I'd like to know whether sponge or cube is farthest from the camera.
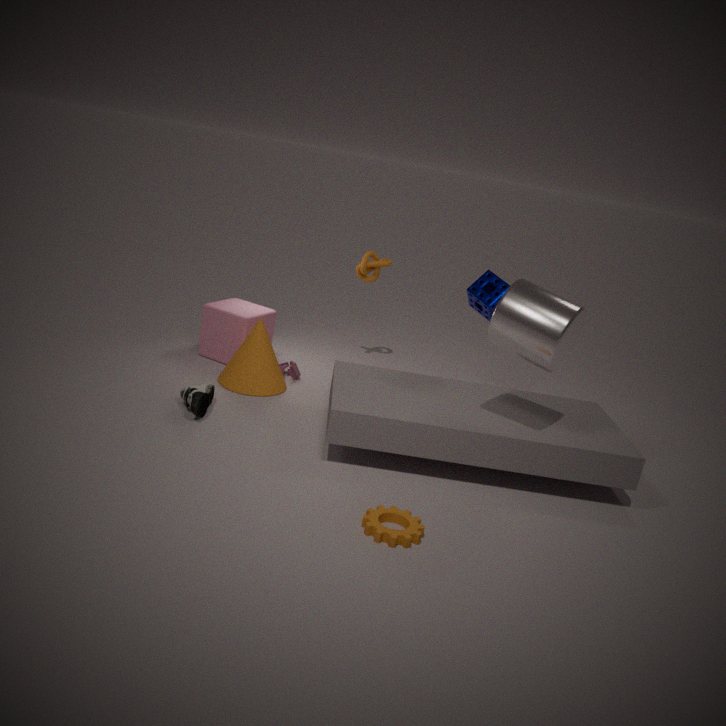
cube
